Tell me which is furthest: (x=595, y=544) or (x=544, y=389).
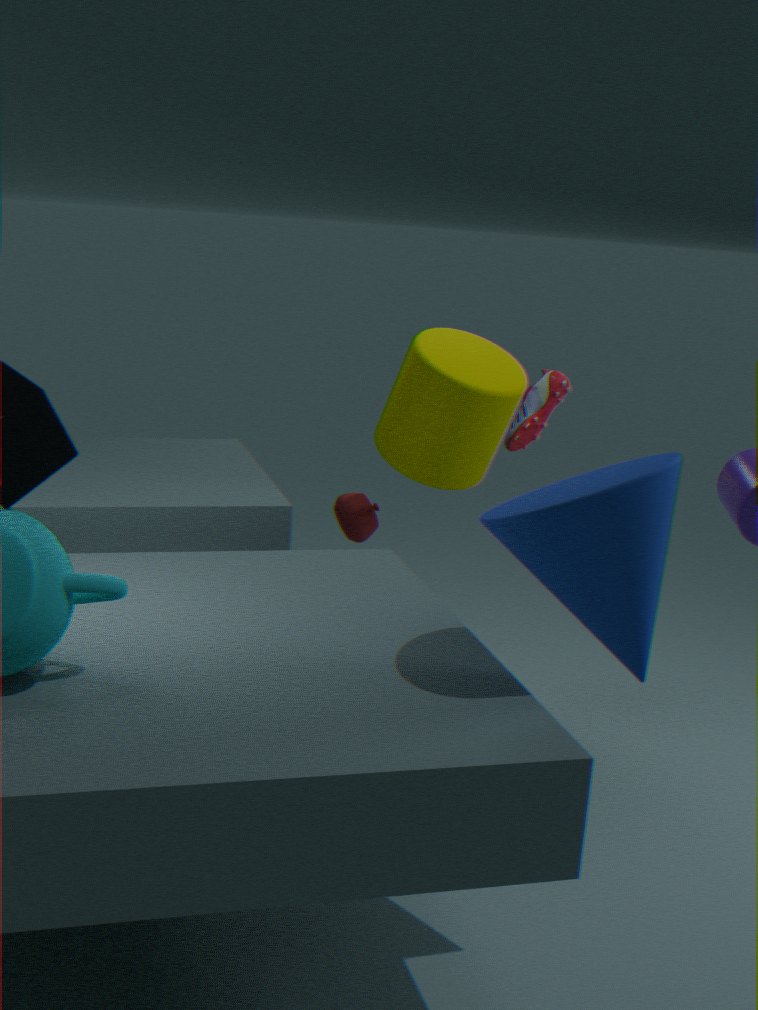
(x=544, y=389)
